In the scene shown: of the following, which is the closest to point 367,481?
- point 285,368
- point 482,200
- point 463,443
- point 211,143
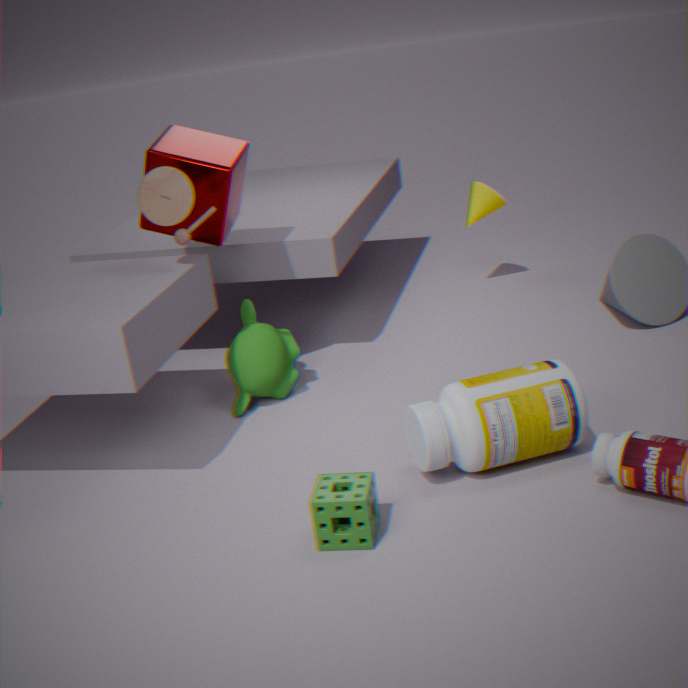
point 463,443
